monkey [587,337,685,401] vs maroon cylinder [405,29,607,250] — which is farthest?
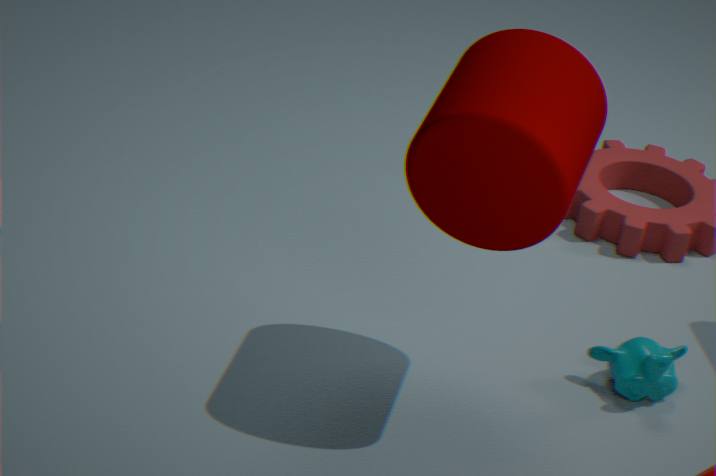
monkey [587,337,685,401]
